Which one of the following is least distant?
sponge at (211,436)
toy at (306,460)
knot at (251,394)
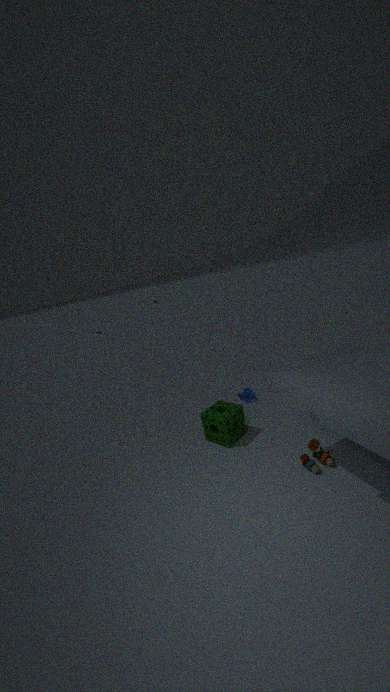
toy at (306,460)
